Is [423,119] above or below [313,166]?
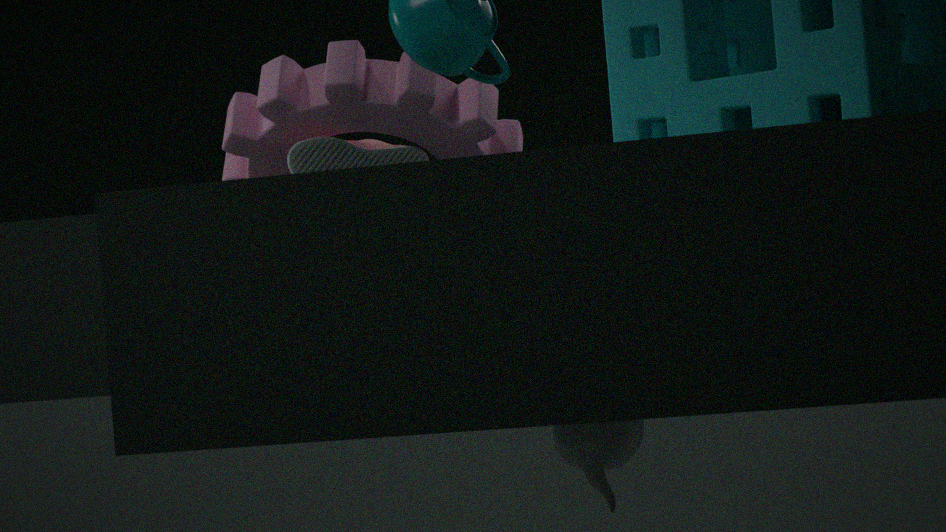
above
